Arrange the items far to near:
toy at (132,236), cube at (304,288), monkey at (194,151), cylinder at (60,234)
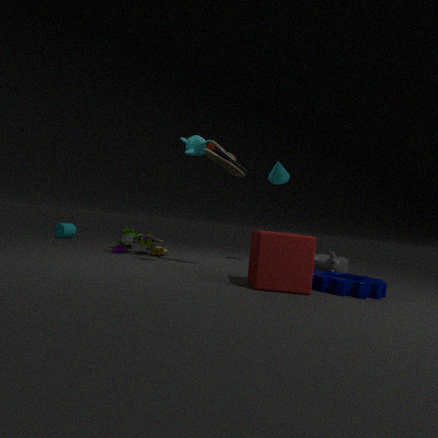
cylinder at (60,234), toy at (132,236), monkey at (194,151), cube at (304,288)
